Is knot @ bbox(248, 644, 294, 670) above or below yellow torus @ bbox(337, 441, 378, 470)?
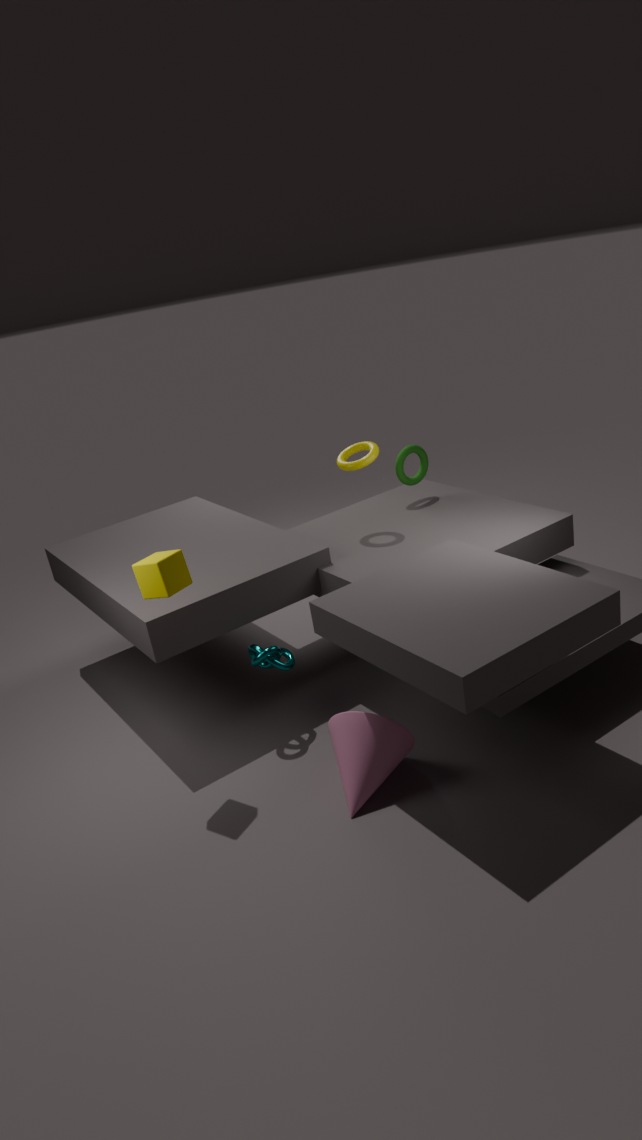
below
